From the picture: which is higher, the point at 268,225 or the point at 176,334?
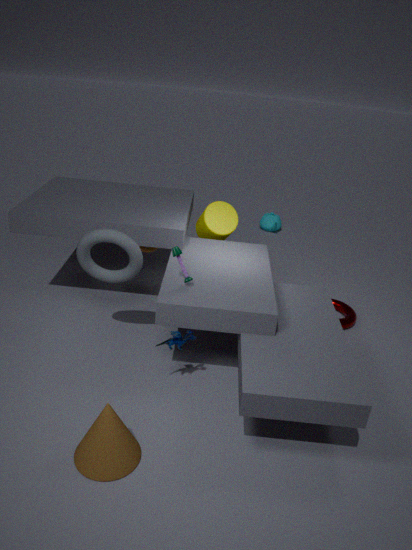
the point at 176,334
